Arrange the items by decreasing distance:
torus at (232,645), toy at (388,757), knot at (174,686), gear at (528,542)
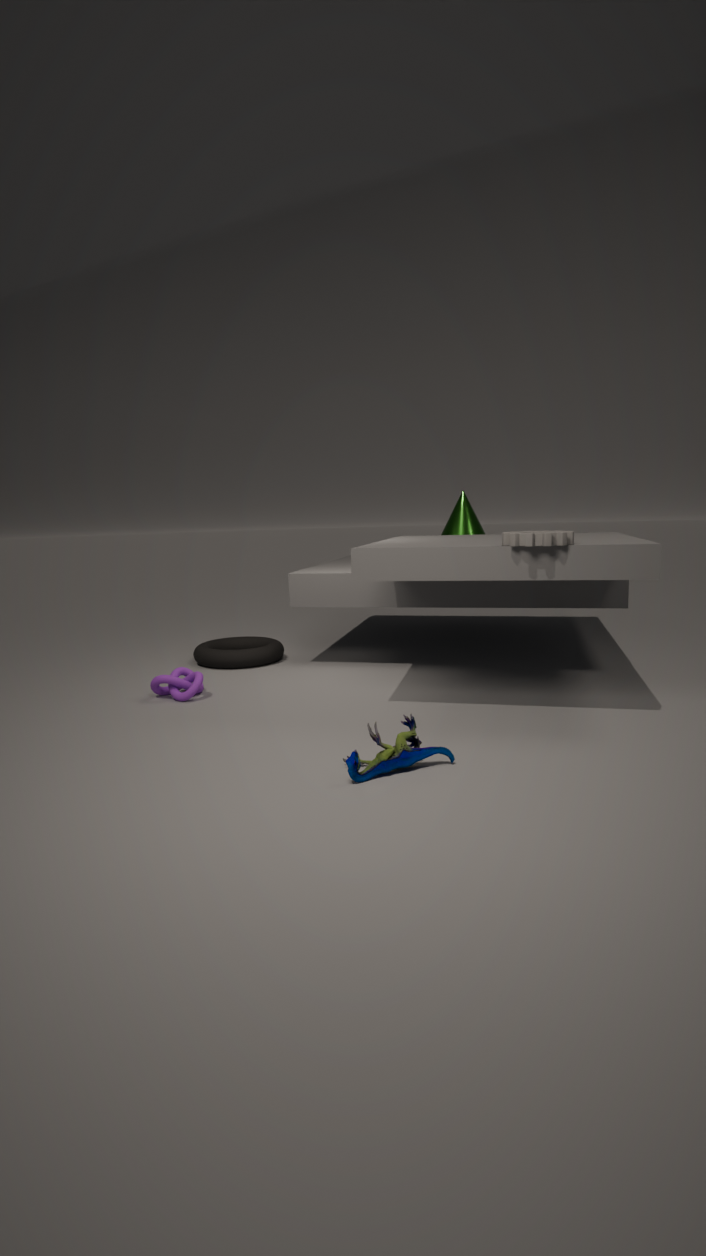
torus at (232,645) < knot at (174,686) < gear at (528,542) < toy at (388,757)
